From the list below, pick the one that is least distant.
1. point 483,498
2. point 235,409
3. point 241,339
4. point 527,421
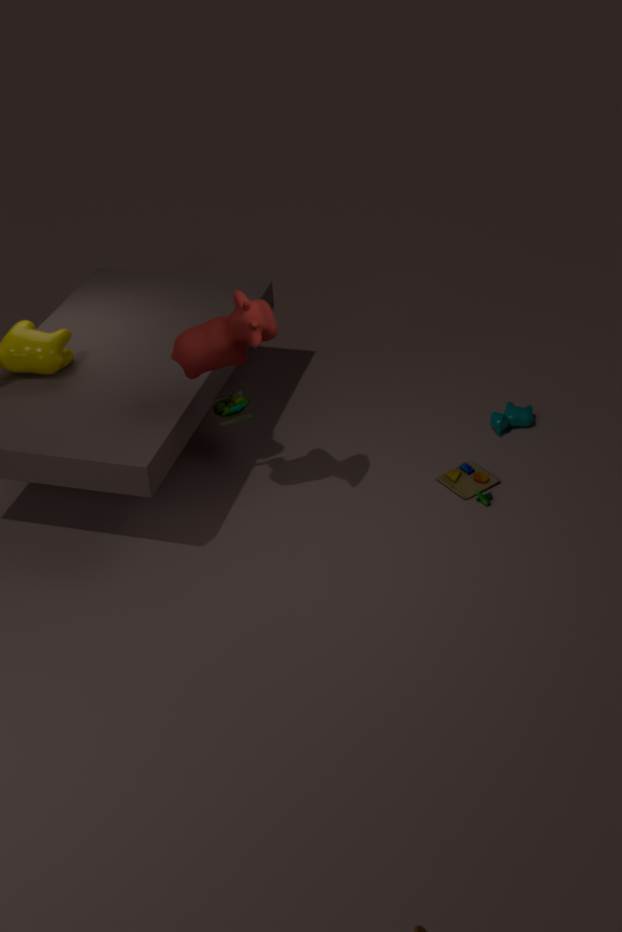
point 241,339
